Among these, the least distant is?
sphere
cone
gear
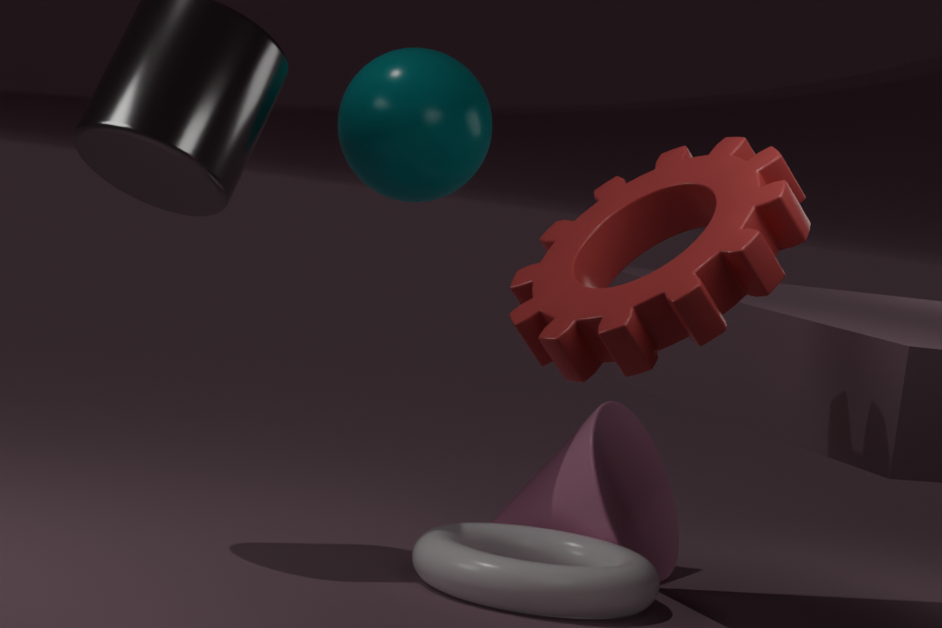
gear
